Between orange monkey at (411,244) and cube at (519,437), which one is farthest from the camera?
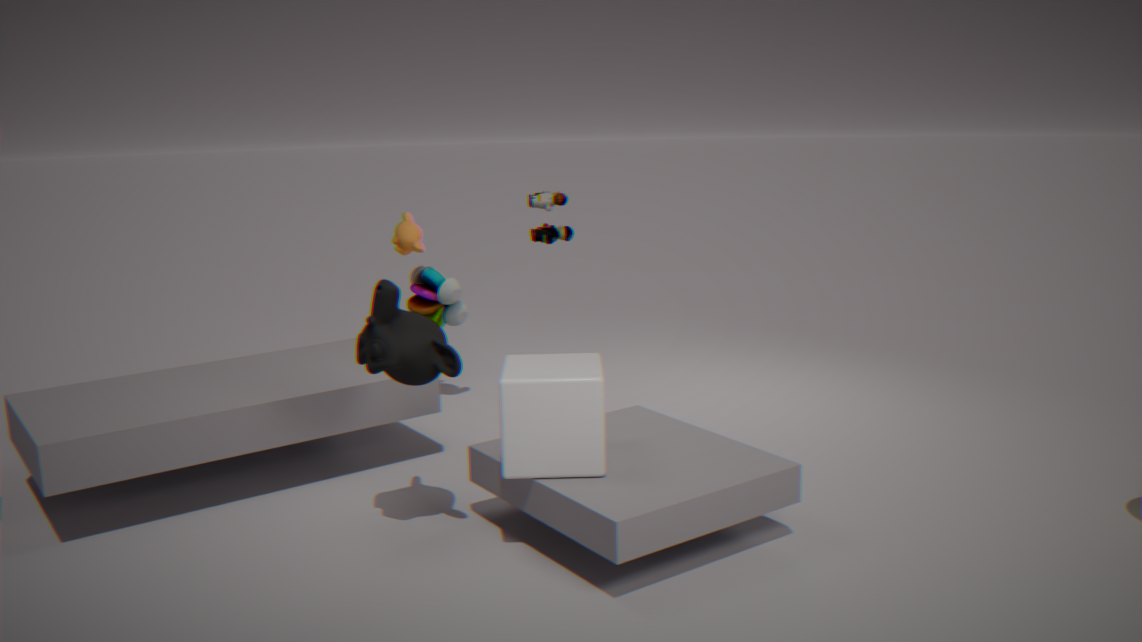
orange monkey at (411,244)
